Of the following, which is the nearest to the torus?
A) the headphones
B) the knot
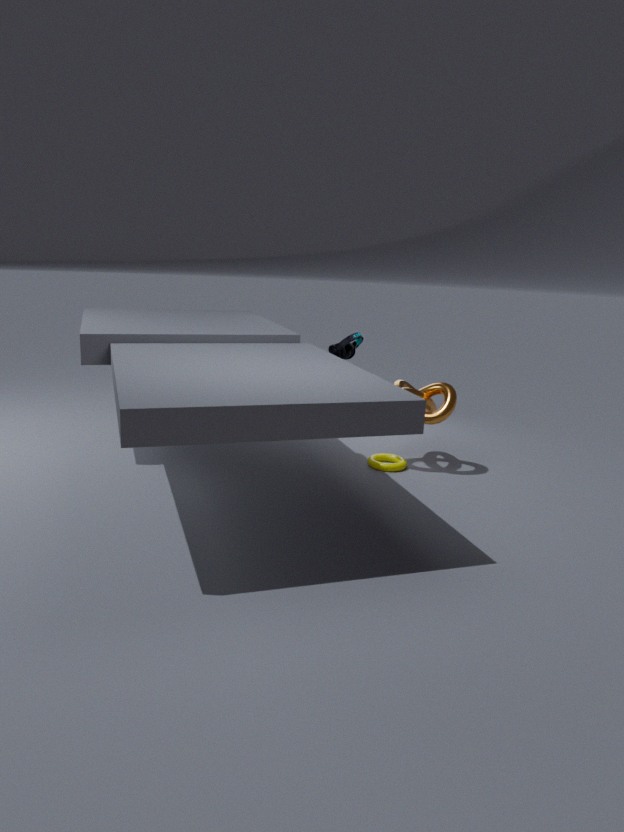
the knot
